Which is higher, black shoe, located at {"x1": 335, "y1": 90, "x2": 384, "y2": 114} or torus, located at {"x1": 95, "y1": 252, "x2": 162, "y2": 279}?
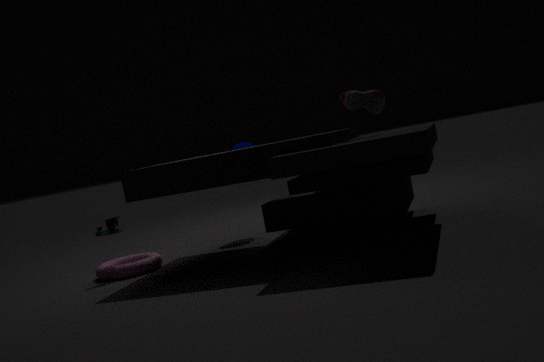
black shoe, located at {"x1": 335, "y1": 90, "x2": 384, "y2": 114}
